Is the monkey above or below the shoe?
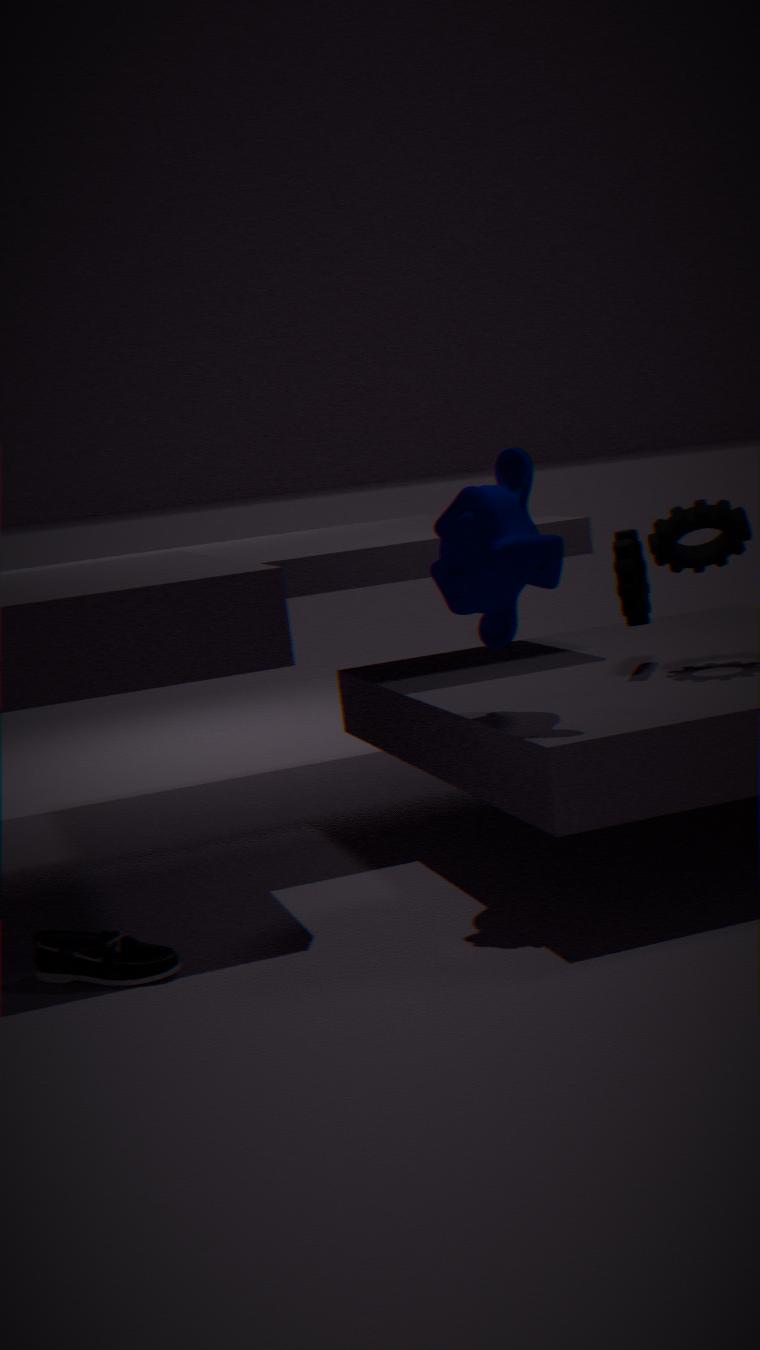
above
